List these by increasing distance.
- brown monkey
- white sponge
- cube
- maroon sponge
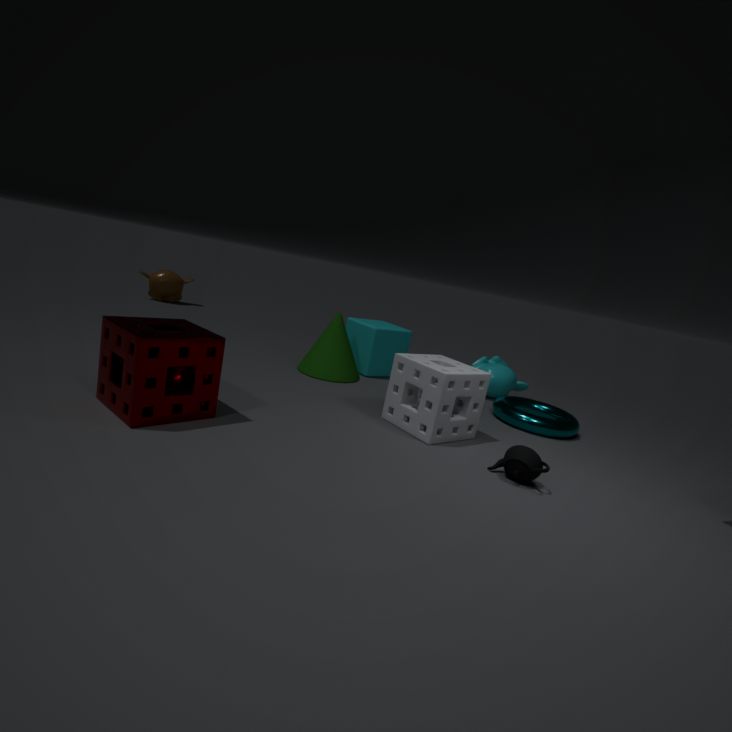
1. maroon sponge
2. white sponge
3. cube
4. brown monkey
